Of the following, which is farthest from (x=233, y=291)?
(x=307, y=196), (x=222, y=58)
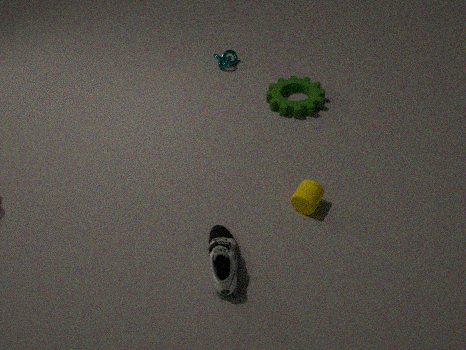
(x=222, y=58)
